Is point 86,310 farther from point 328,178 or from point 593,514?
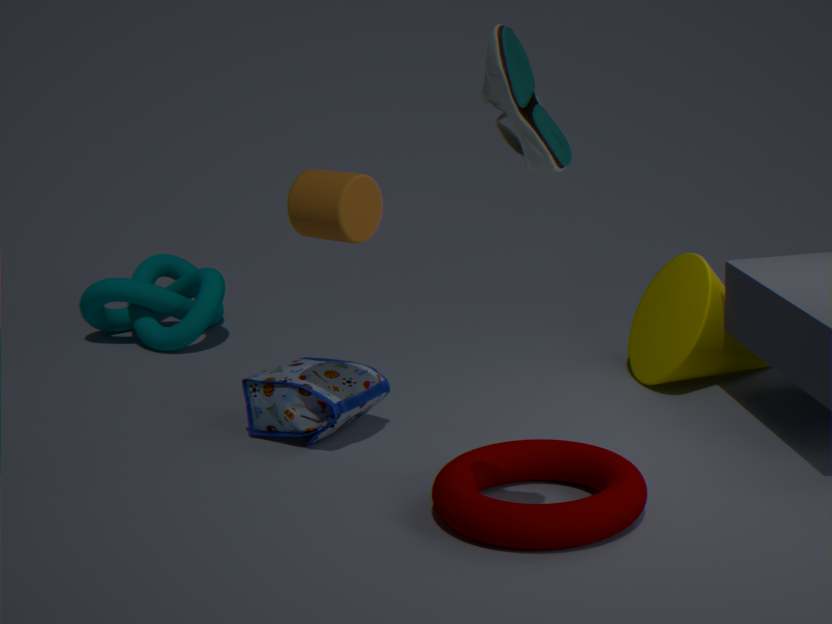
point 593,514
